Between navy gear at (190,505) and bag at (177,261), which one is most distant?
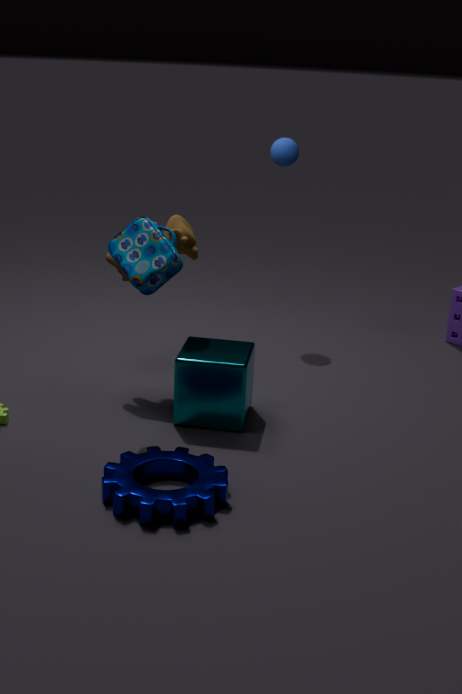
bag at (177,261)
